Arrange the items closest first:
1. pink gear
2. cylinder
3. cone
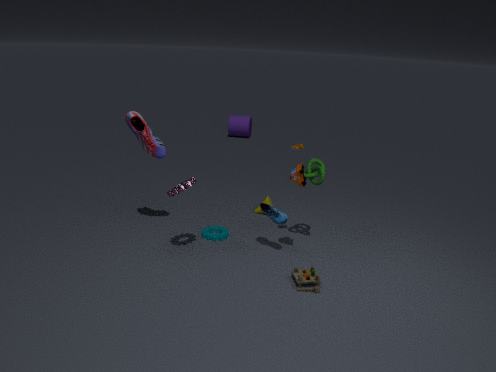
pink gear
cone
cylinder
